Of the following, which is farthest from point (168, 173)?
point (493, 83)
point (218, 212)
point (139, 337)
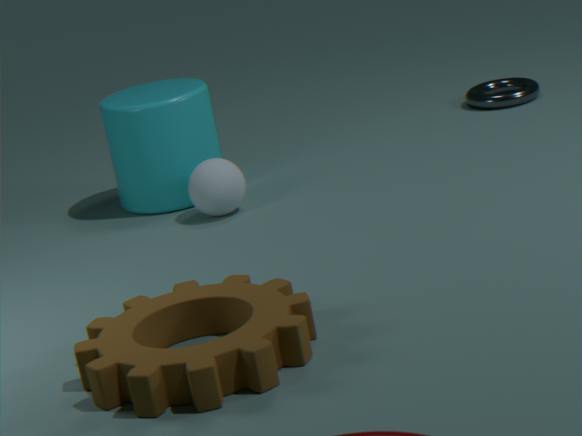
point (139, 337)
